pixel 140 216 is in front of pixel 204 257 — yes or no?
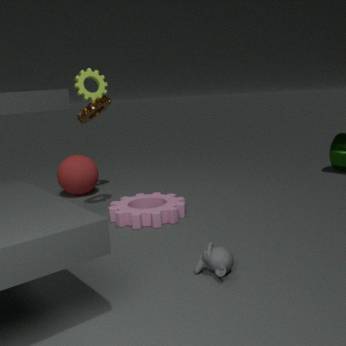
No
